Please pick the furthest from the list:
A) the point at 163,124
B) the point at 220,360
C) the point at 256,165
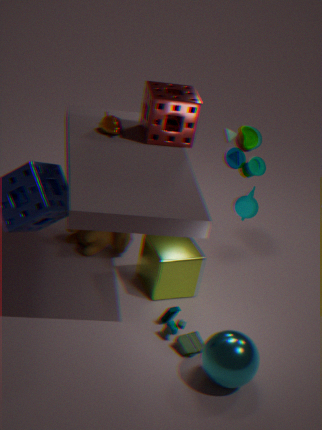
the point at 256,165
